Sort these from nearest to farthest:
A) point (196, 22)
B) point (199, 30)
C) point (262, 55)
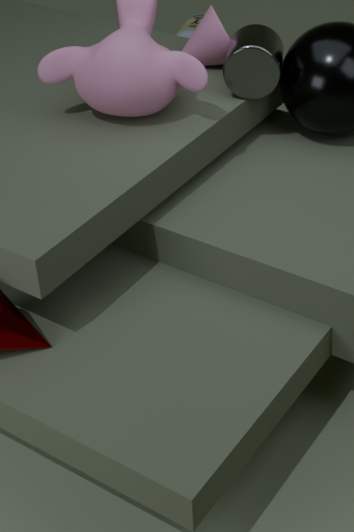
point (262, 55), point (199, 30), point (196, 22)
